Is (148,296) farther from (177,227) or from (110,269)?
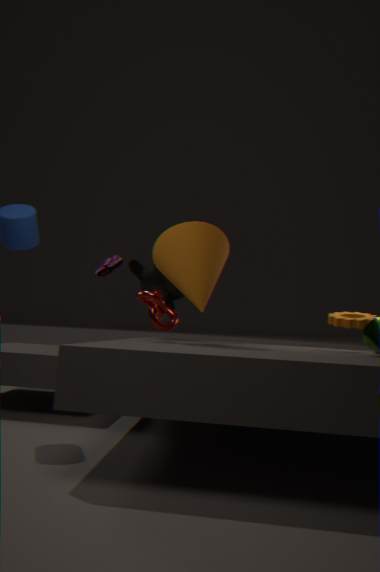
(110,269)
